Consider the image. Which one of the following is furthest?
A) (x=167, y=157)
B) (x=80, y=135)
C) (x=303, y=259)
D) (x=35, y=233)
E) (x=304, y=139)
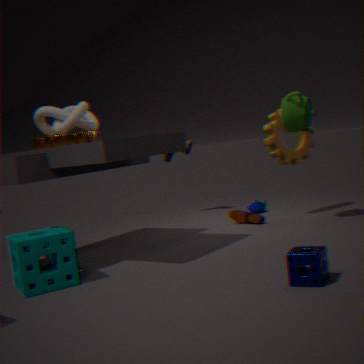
(x=167, y=157)
